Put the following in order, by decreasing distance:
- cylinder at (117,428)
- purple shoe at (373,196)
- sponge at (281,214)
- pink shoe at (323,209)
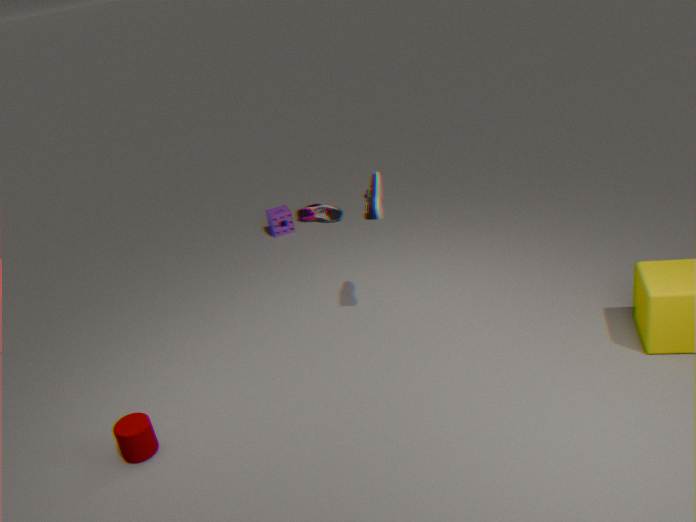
pink shoe at (323,209)
sponge at (281,214)
purple shoe at (373,196)
cylinder at (117,428)
